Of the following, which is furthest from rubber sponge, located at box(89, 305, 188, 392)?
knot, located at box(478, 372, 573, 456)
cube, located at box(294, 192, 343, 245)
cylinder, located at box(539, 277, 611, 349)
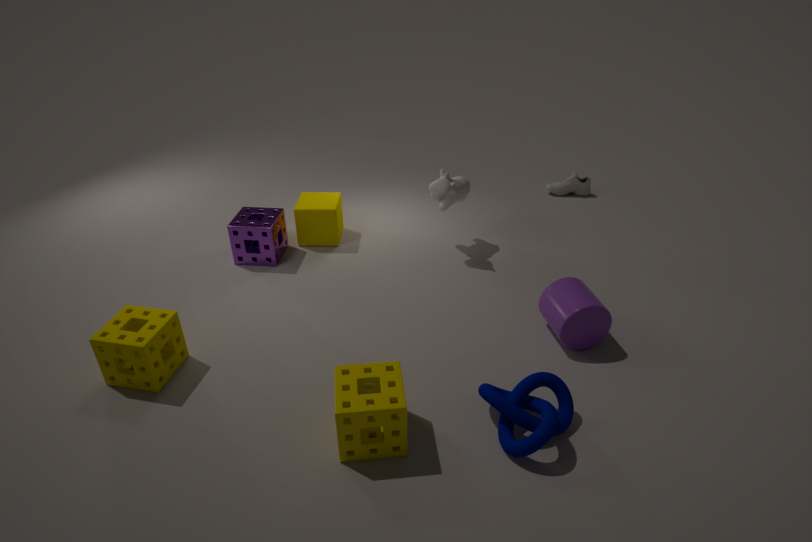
cylinder, located at box(539, 277, 611, 349)
